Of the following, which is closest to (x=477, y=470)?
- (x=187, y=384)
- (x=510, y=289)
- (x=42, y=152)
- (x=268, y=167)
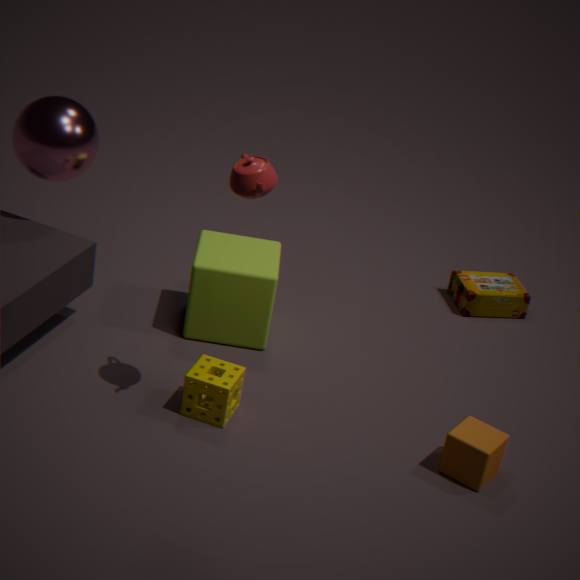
(x=187, y=384)
